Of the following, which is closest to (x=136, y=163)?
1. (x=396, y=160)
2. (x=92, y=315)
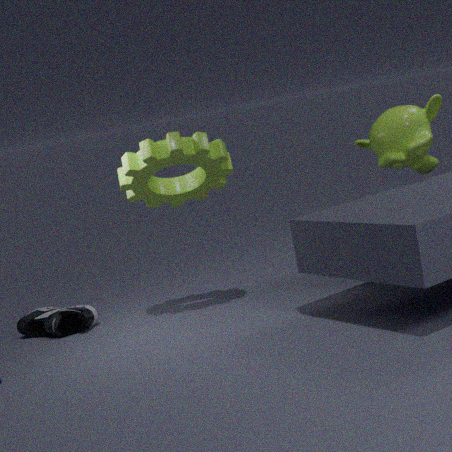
(x=92, y=315)
